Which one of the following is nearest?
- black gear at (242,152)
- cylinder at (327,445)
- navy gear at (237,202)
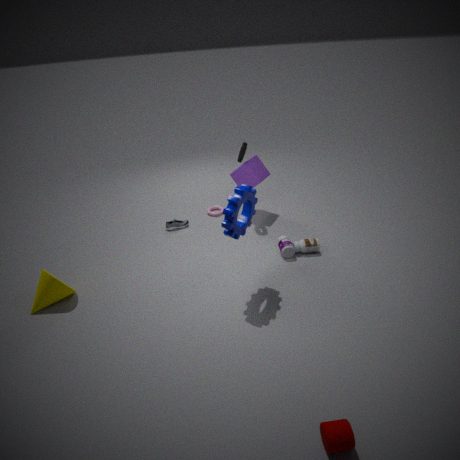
cylinder at (327,445)
